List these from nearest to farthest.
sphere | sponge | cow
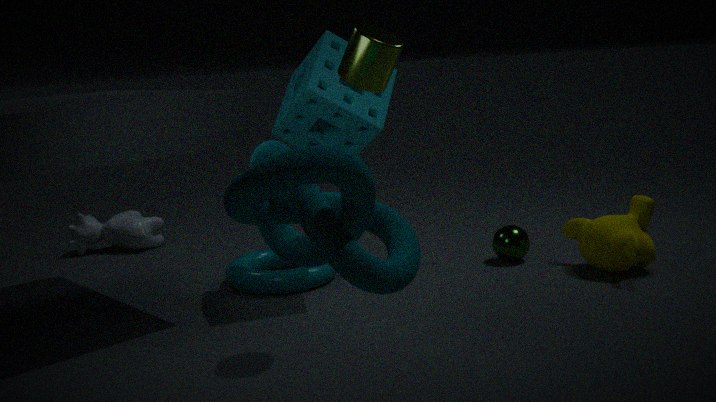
1. sponge
2. sphere
3. cow
